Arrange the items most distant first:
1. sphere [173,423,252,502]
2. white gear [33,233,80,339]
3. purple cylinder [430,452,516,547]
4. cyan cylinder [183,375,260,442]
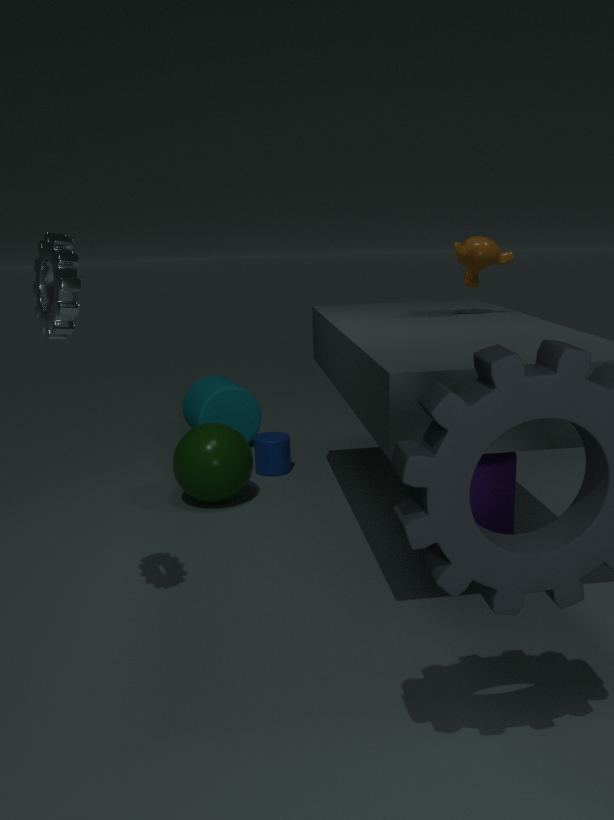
1. cyan cylinder [183,375,260,442]
2. sphere [173,423,252,502]
3. purple cylinder [430,452,516,547]
4. white gear [33,233,80,339]
